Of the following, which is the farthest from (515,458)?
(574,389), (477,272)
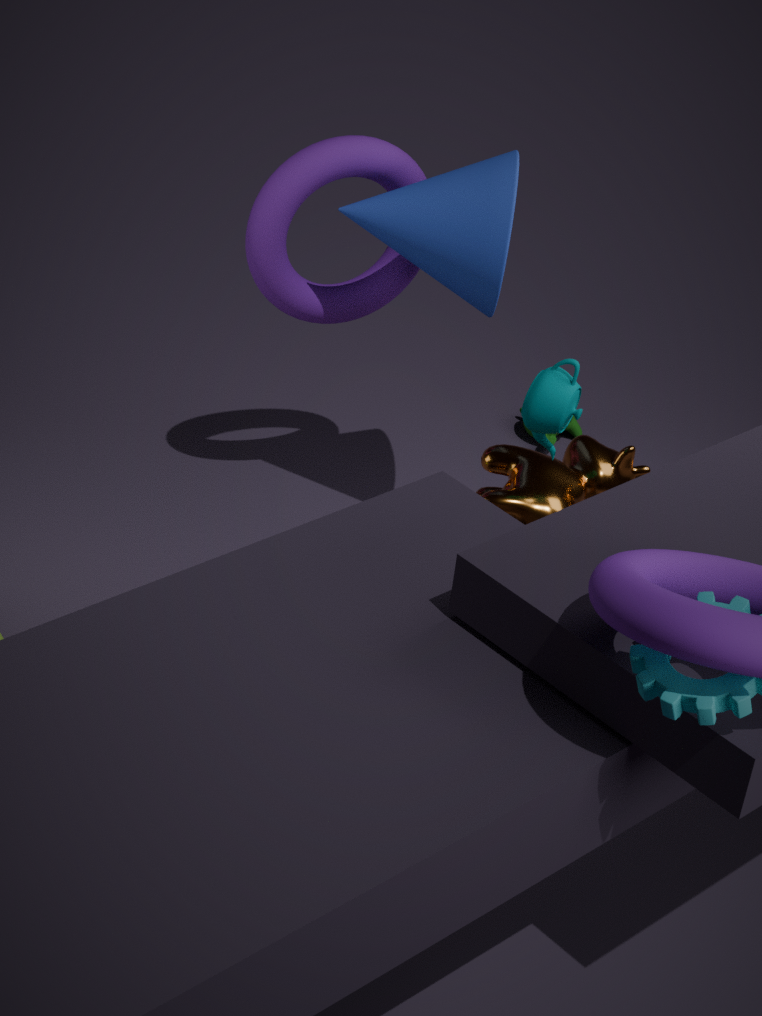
(477,272)
